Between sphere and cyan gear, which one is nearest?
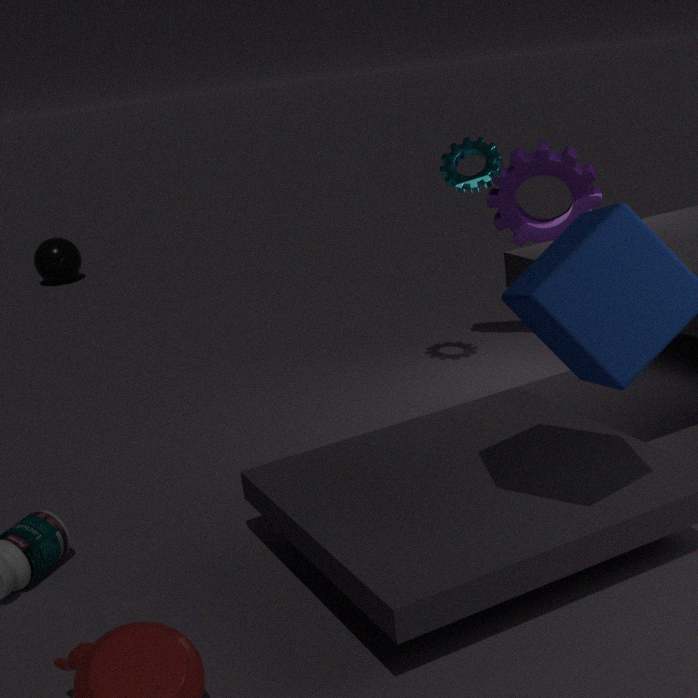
cyan gear
